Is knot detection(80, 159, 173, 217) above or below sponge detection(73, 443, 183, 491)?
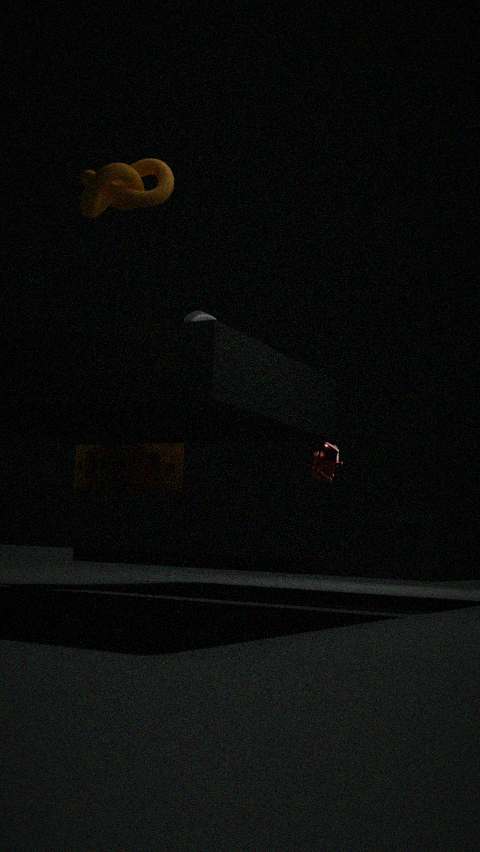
A: above
